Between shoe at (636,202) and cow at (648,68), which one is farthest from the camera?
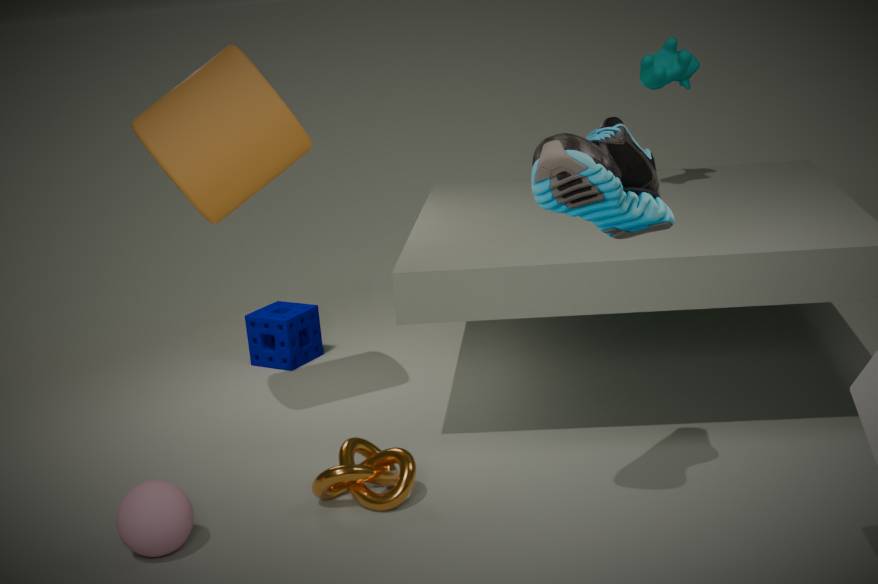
cow at (648,68)
